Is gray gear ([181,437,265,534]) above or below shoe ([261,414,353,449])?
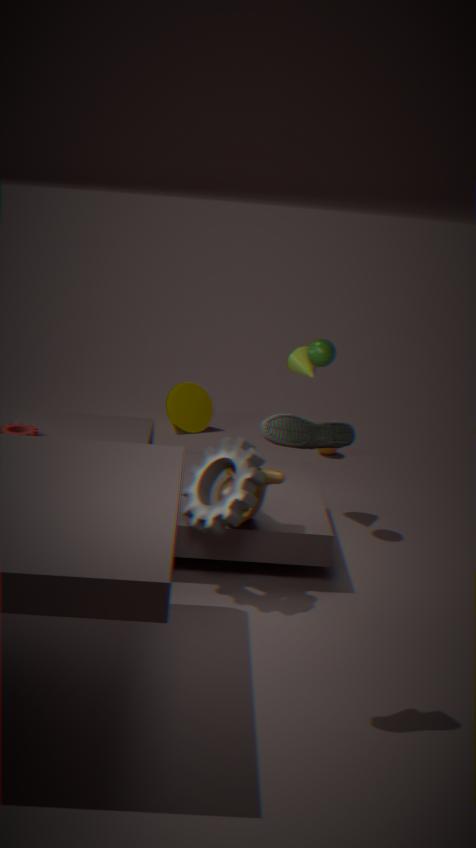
below
